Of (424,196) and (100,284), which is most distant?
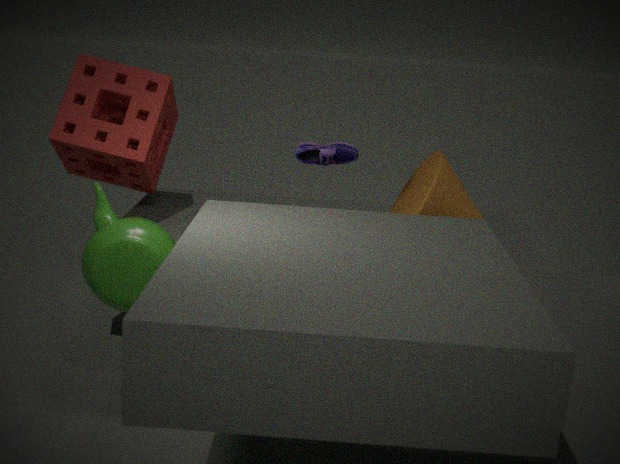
(424,196)
